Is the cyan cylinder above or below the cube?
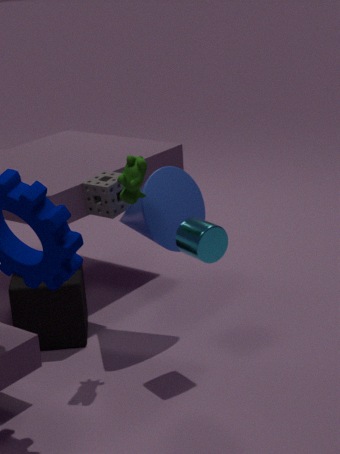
above
